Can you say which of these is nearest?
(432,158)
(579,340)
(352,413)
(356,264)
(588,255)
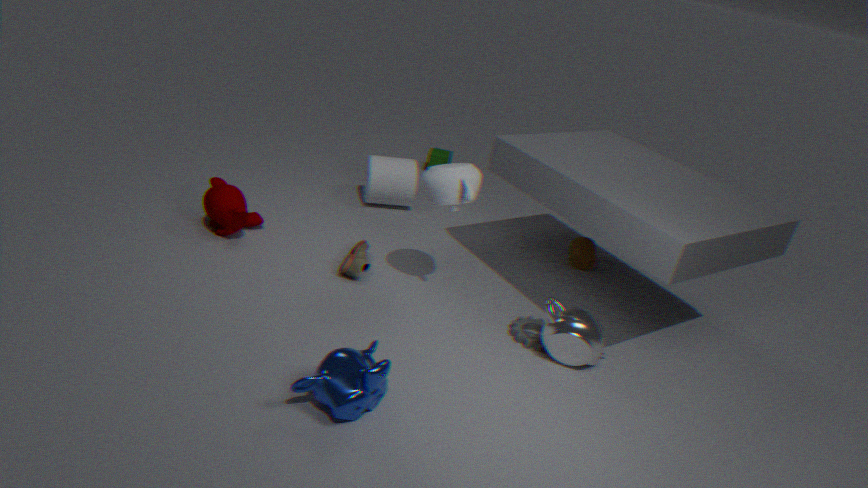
(352,413)
